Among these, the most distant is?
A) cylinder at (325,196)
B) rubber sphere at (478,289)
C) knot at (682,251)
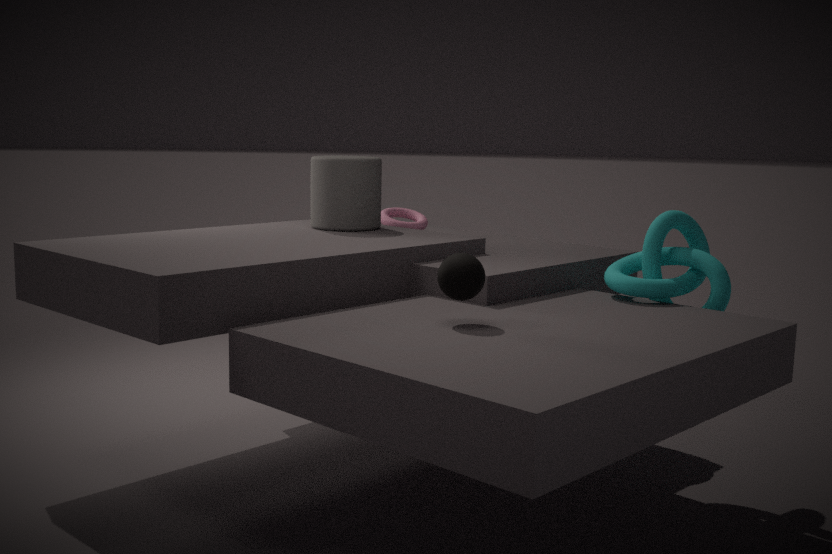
cylinder at (325,196)
